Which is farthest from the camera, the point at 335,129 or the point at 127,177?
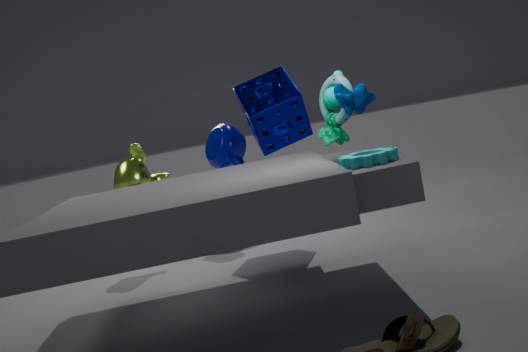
the point at 127,177
